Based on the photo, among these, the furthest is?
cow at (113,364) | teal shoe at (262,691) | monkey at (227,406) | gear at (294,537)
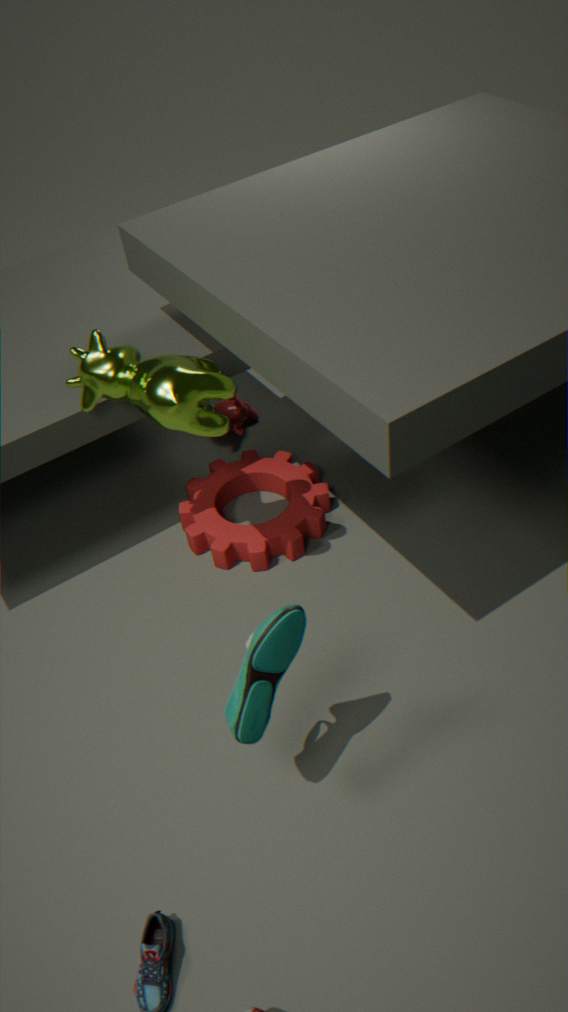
monkey at (227,406)
